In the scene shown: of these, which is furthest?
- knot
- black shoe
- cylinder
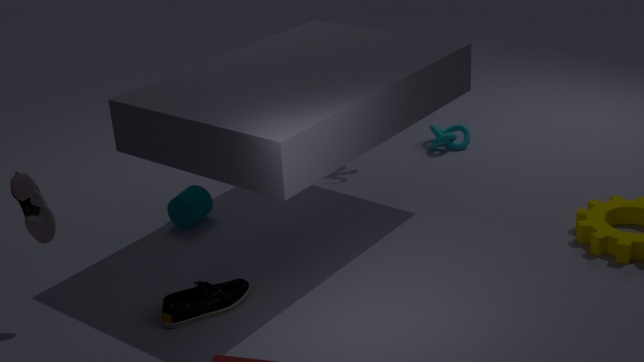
knot
